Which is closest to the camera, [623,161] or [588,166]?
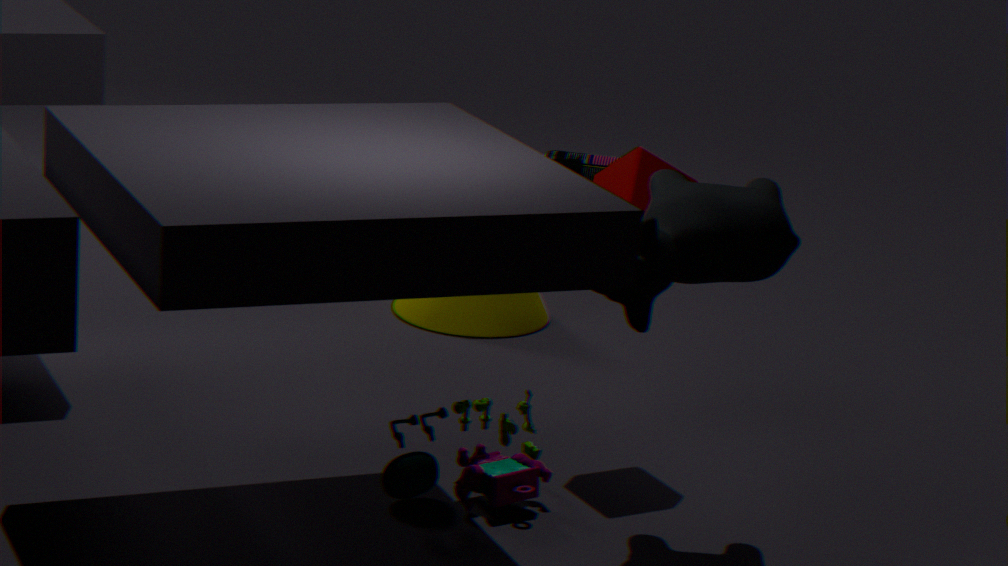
[623,161]
